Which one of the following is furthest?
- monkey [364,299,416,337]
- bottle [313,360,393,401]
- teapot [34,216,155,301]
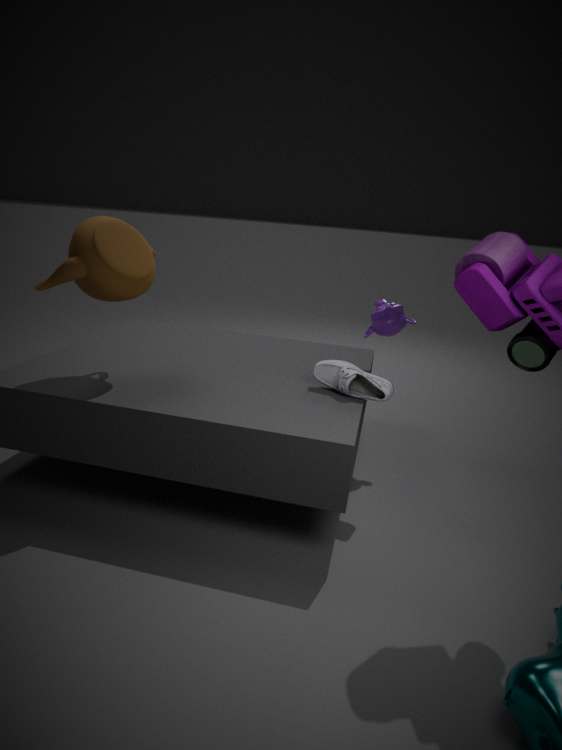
monkey [364,299,416,337]
